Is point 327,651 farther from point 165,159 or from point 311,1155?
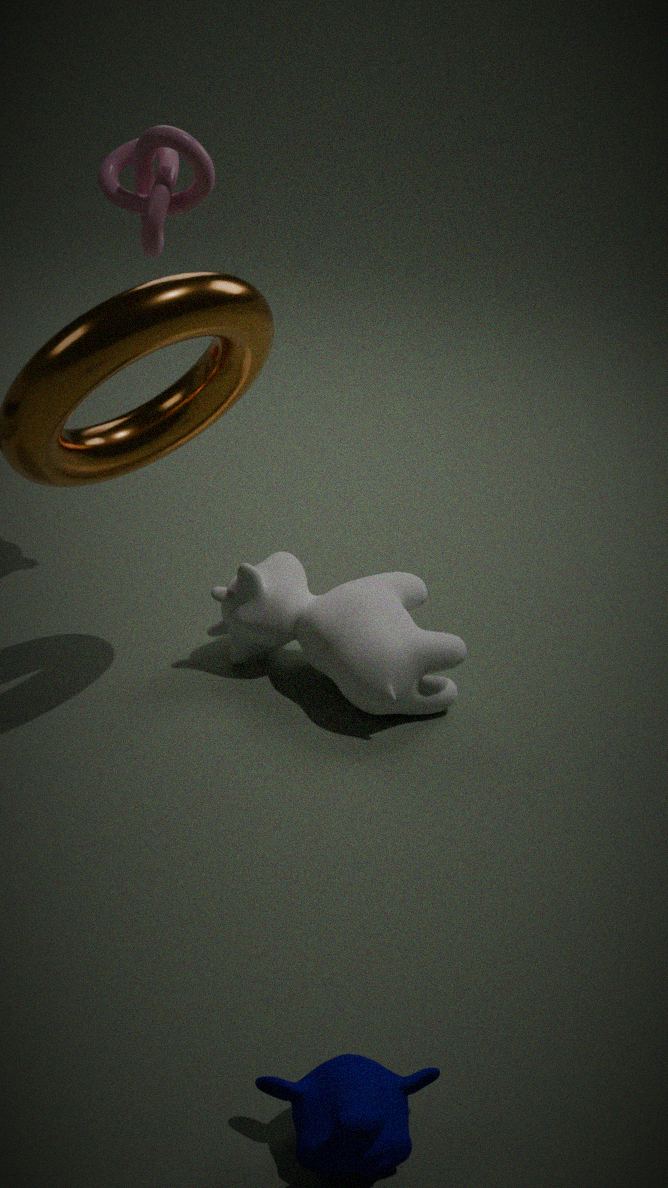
point 311,1155
